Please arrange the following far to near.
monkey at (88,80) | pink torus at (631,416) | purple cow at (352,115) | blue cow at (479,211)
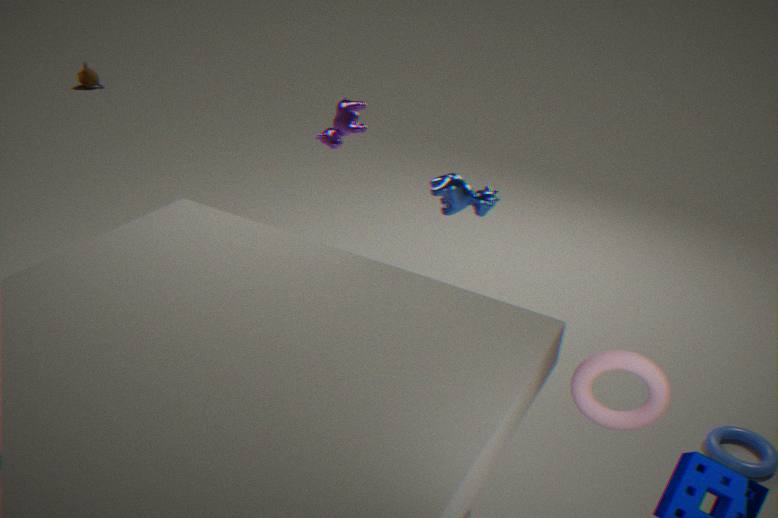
monkey at (88,80), purple cow at (352,115), blue cow at (479,211), pink torus at (631,416)
